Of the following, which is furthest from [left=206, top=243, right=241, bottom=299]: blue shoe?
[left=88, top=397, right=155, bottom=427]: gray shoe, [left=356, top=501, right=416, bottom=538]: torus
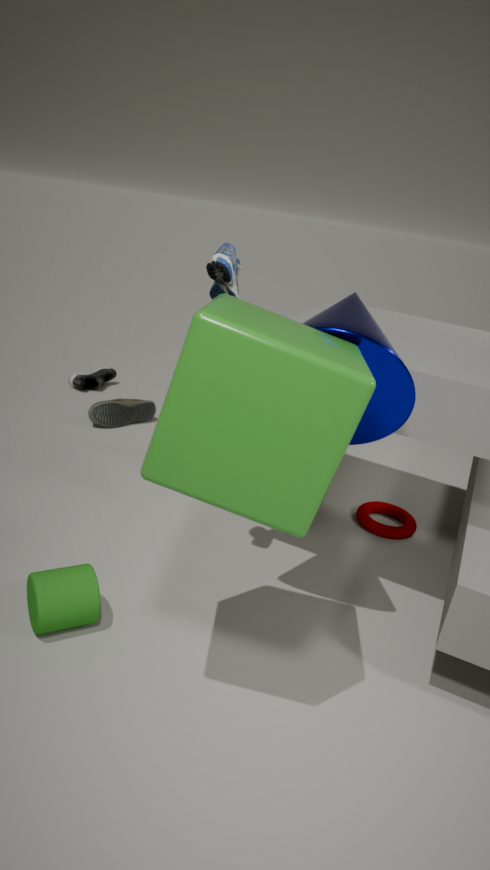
[left=88, top=397, right=155, bottom=427]: gray shoe
